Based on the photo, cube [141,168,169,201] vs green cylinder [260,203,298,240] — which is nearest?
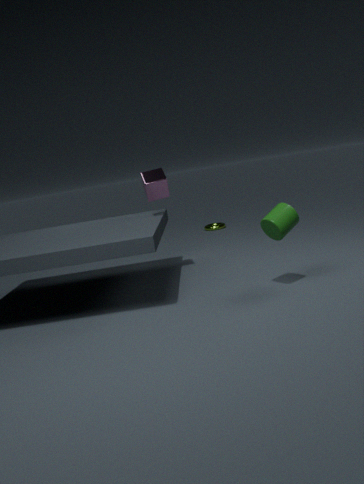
green cylinder [260,203,298,240]
